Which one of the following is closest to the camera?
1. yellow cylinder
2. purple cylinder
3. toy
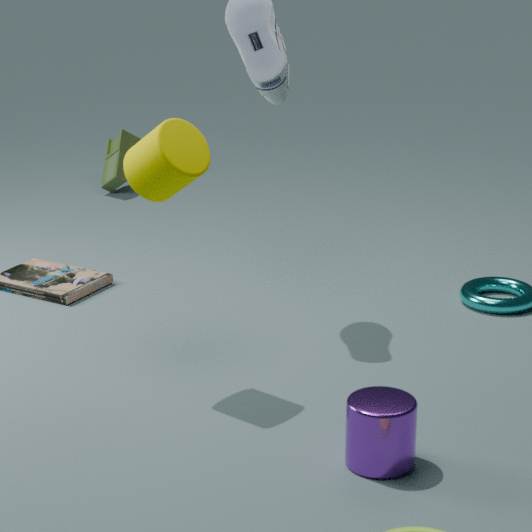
purple cylinder
